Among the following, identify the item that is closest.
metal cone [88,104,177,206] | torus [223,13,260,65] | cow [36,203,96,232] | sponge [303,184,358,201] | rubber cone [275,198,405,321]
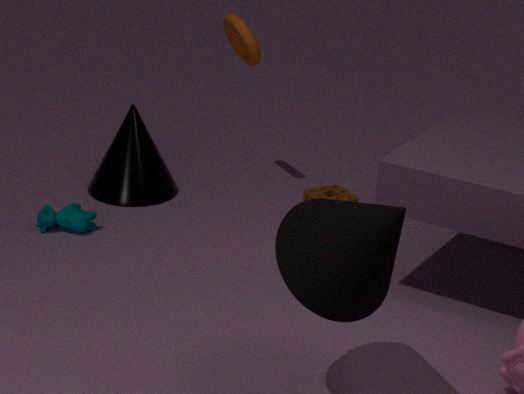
rubber cone [275,198,405,321]
